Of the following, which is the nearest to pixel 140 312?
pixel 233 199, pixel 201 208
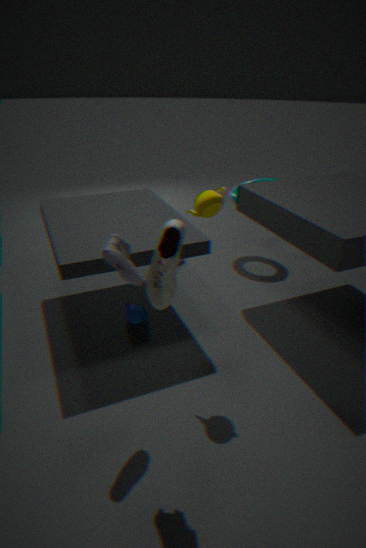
pixel 201 208
